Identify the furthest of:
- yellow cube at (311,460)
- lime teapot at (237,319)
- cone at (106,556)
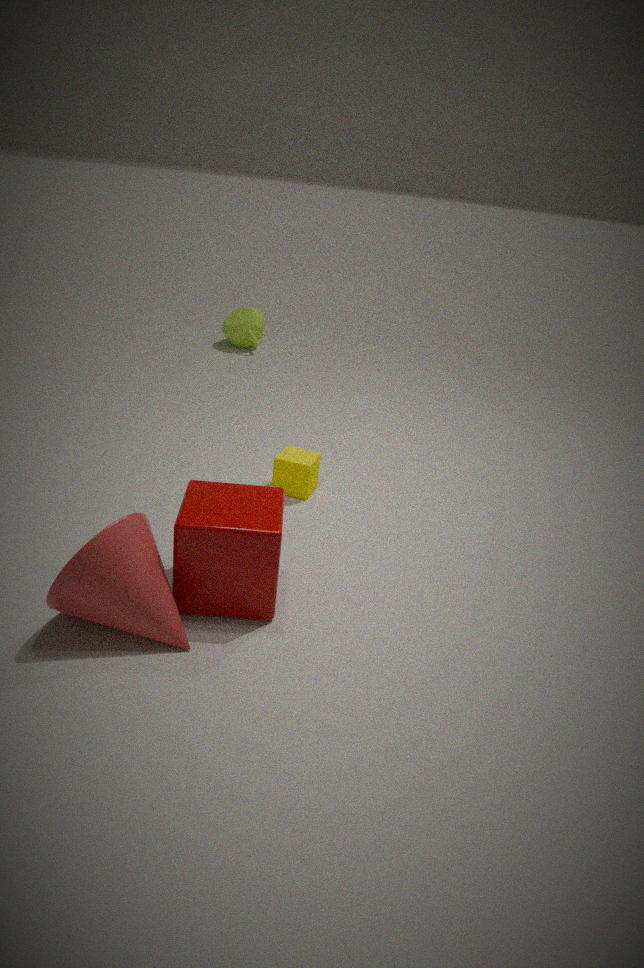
lime teapot at (237,319)
